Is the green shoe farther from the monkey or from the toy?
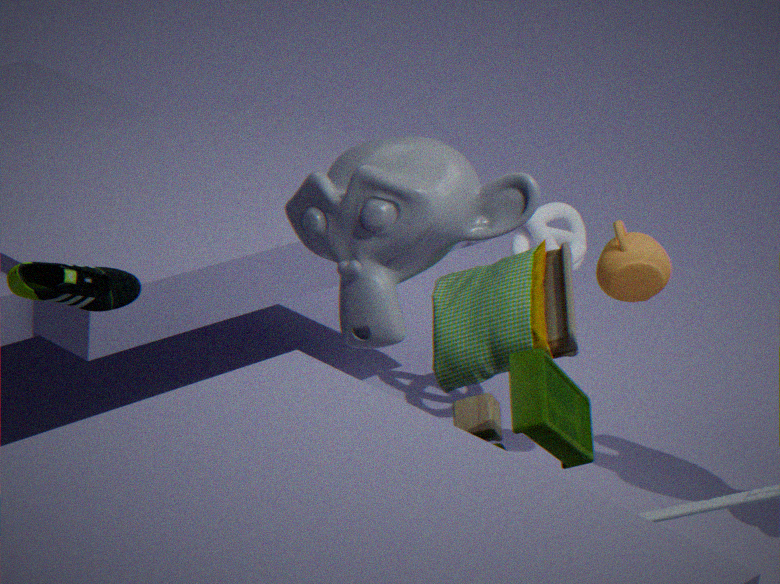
the toy
